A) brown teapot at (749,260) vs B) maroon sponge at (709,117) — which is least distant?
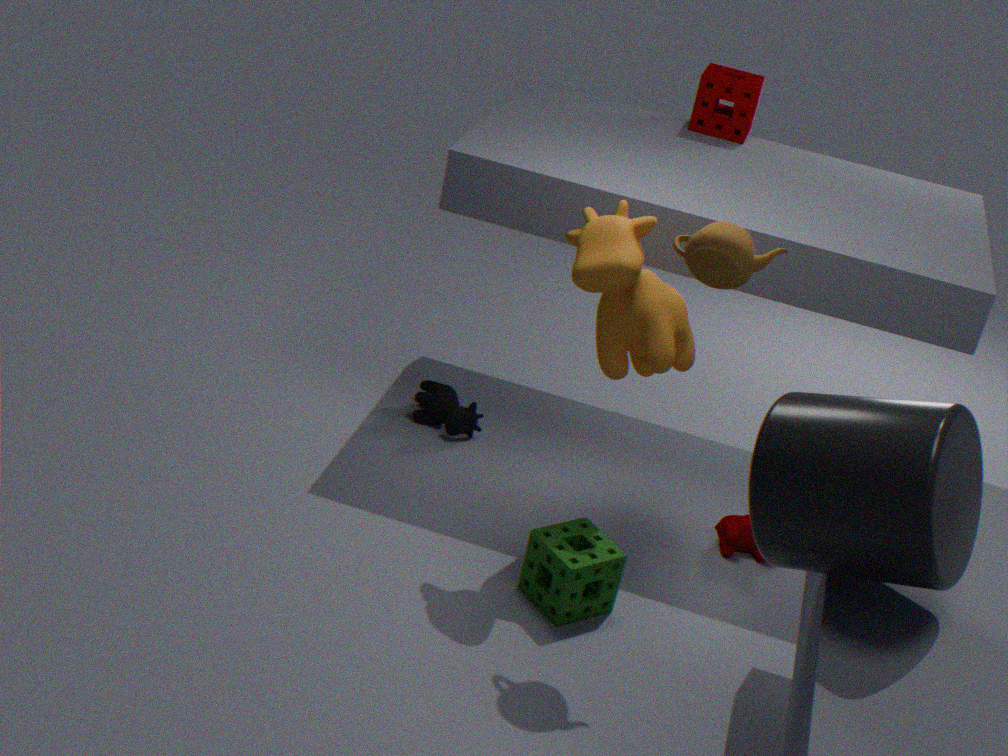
A. brown teapot at (749,260)
